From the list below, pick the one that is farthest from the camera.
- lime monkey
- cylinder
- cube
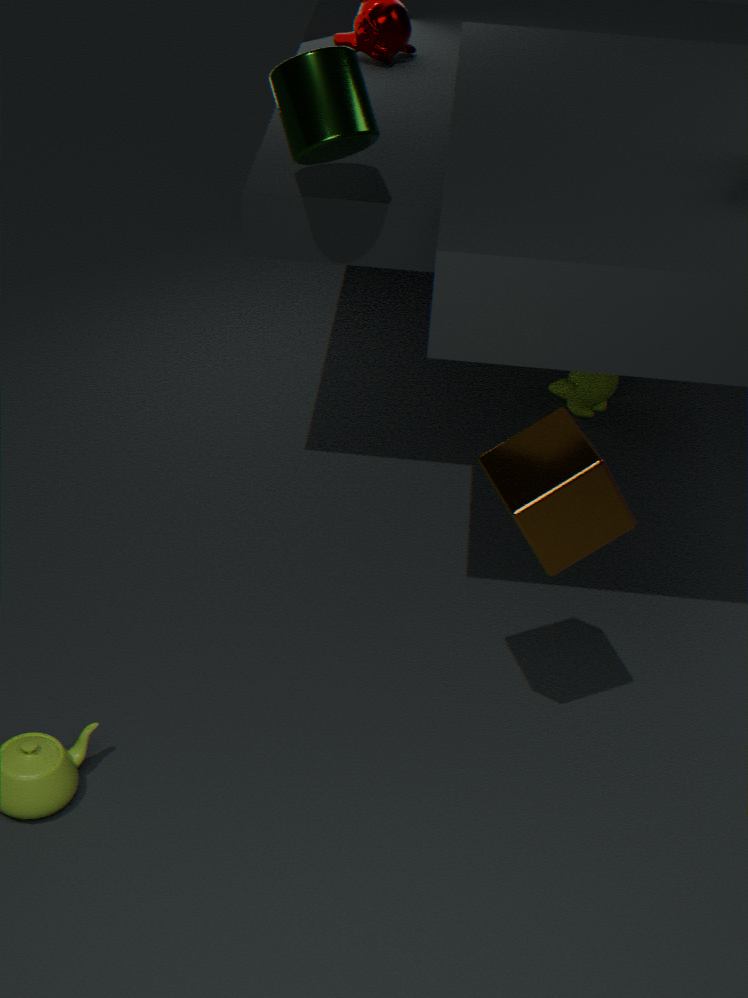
lime monkey
